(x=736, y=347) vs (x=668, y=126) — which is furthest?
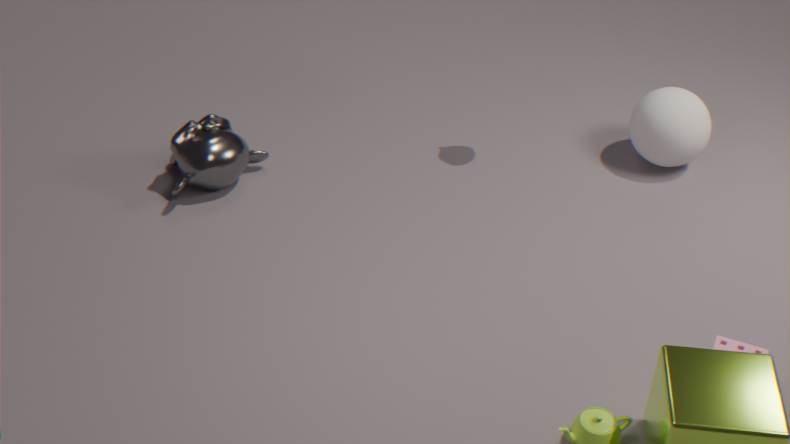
(x=668, y=126)
